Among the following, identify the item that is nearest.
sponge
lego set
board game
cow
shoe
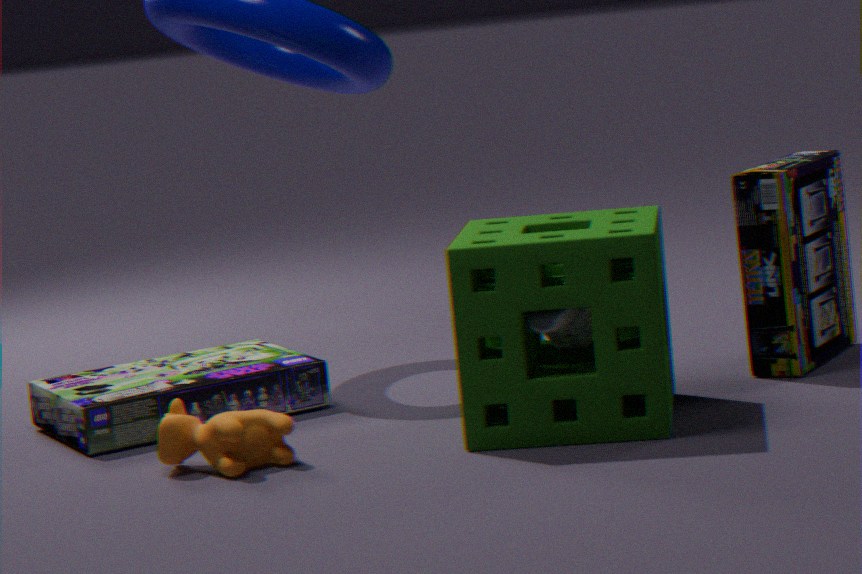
sponge
